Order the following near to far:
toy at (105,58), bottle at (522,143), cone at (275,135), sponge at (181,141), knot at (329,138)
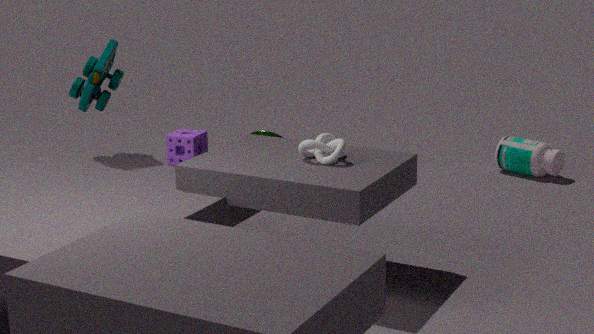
knot at (329,138)
sponge at (181,141)
toy at (105,58)
cone at (275,135)
bottle at (522,143)
